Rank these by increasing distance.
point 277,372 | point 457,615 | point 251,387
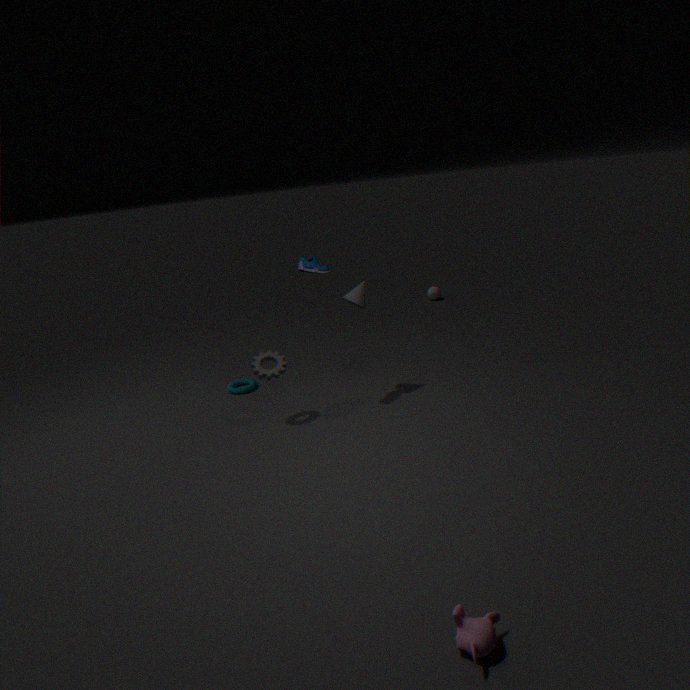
point 457,615
point 277,372
point 251,387
